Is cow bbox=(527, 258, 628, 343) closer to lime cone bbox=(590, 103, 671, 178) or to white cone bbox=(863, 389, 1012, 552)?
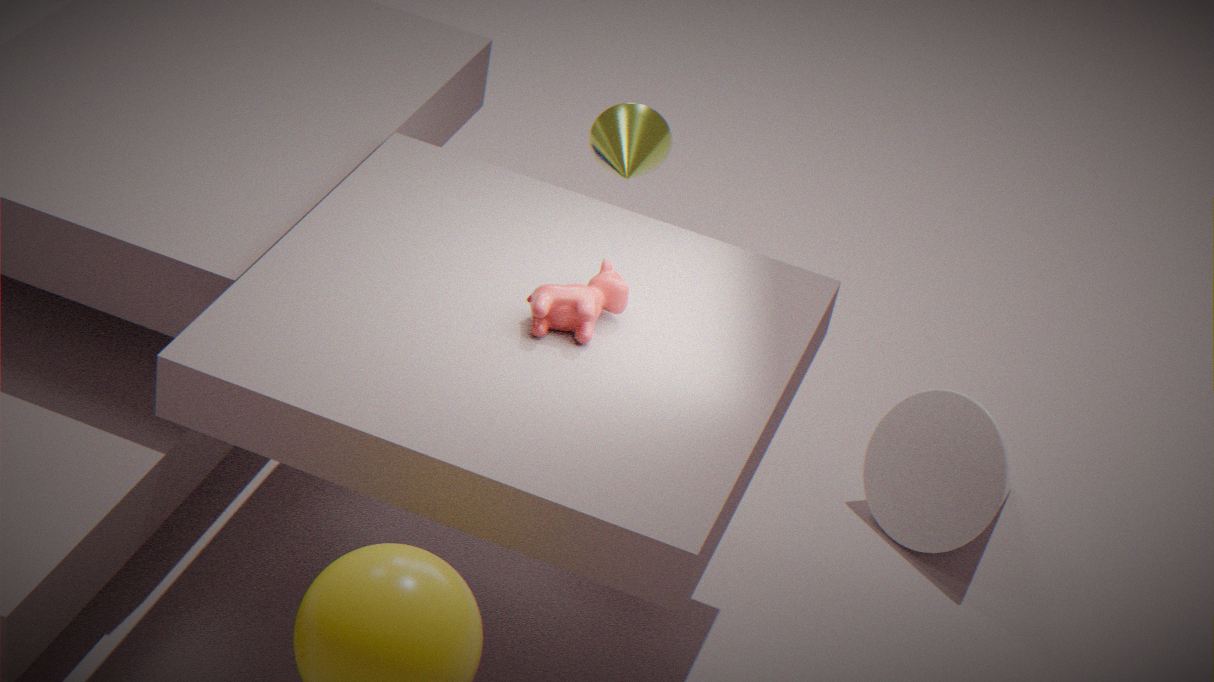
lime cone bbox=(590, 103, 671, 178)
